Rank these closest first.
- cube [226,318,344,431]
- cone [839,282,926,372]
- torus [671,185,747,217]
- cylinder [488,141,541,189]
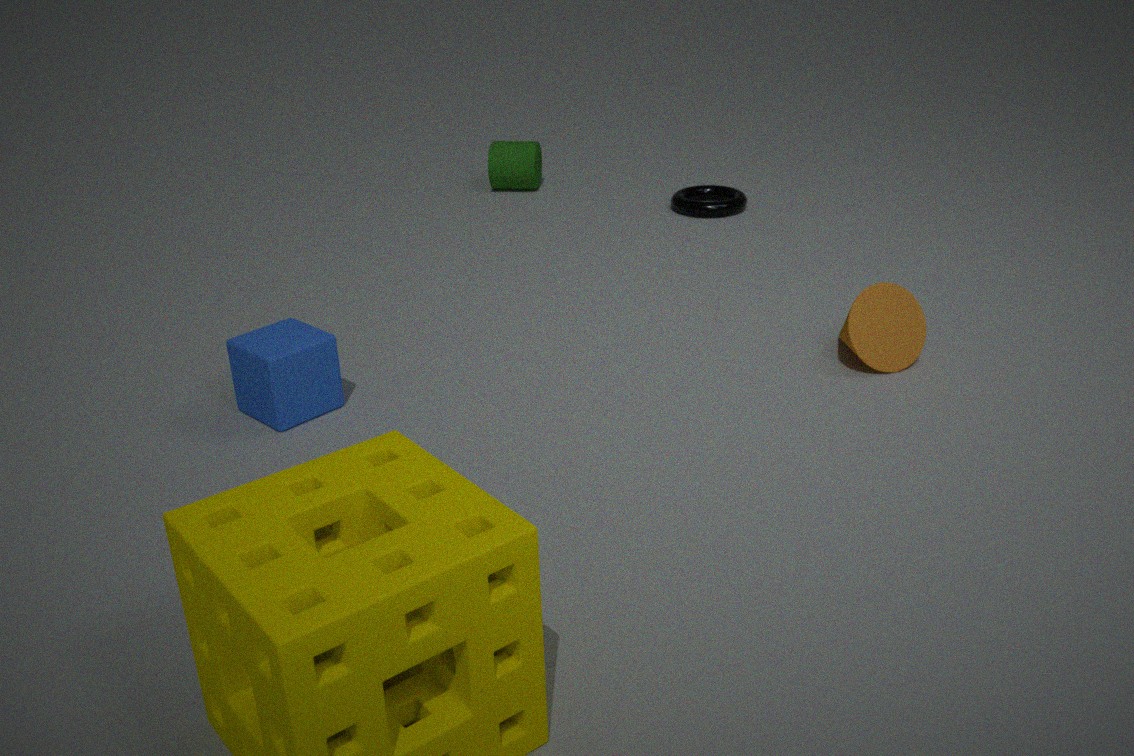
cube [226,318,344,431] → cone [839,282,926,372] → torus [671,185,747,217] → cylinder [488,141,541,189]
